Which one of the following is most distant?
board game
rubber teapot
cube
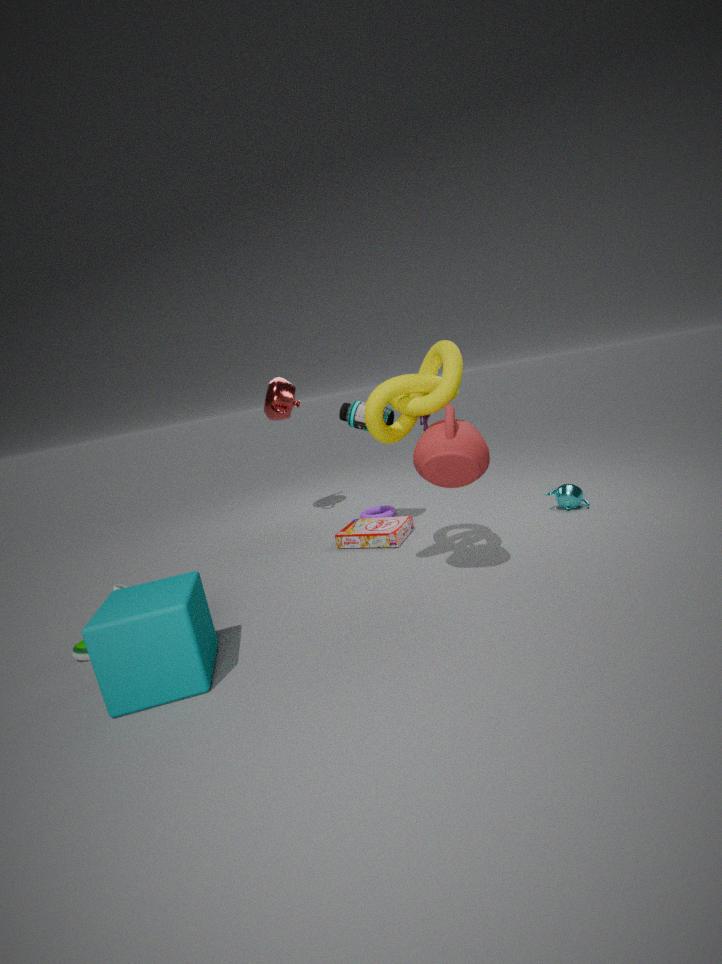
board game
